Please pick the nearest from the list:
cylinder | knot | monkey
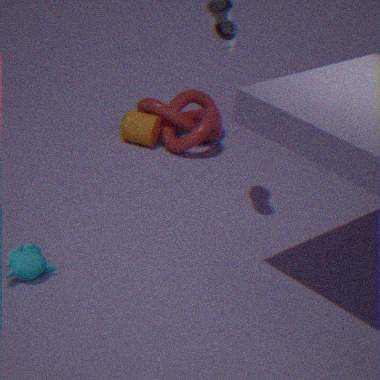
monkey
